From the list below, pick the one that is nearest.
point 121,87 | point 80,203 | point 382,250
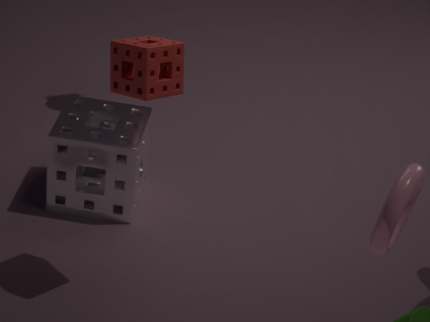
point 382,250
